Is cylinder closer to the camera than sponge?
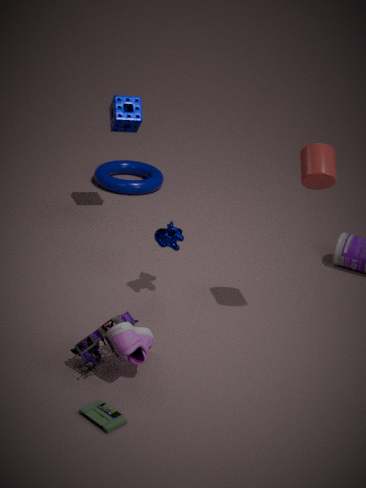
Yes
